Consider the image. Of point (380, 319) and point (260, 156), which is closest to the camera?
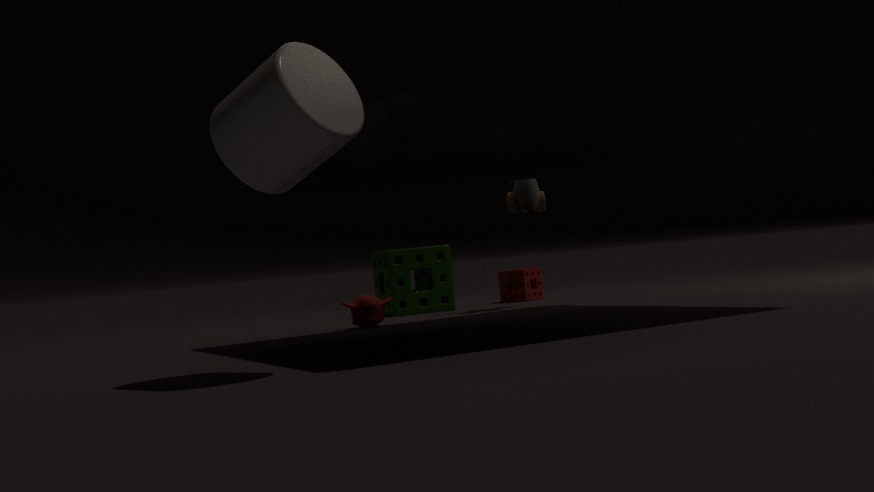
point (260, 156)
